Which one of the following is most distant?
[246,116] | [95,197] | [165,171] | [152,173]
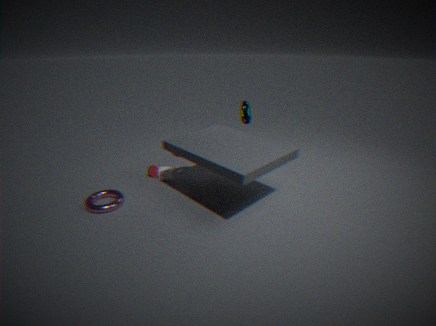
[246,116]
